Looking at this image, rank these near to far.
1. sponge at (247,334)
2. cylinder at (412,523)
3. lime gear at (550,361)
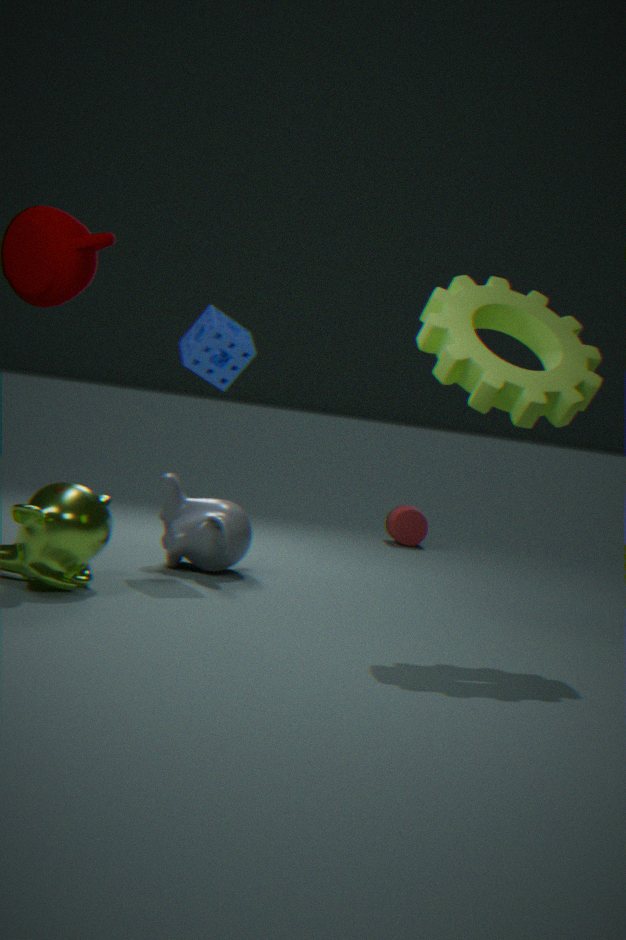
lime gear at (550,361)
sponge at (247,334)
cylinder at (412,523)
